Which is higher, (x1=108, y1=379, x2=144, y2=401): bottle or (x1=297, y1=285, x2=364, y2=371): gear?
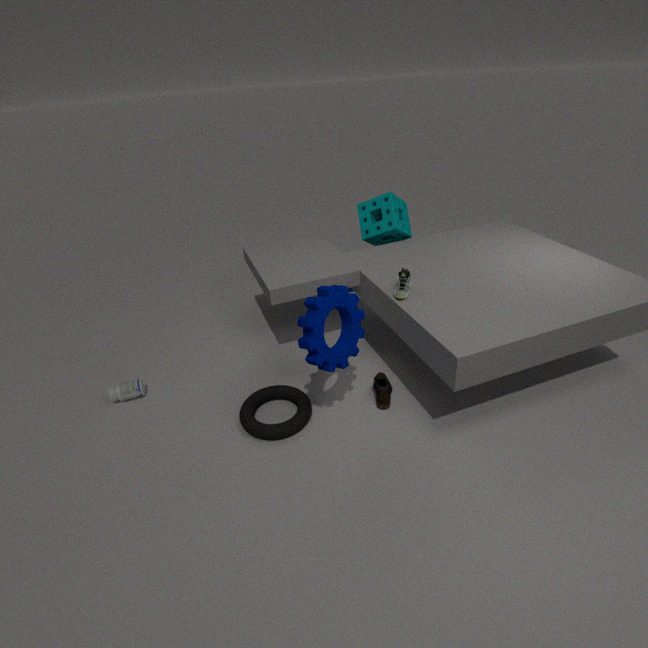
(x1=297, y1=285, x2=364, y2=371): gear
